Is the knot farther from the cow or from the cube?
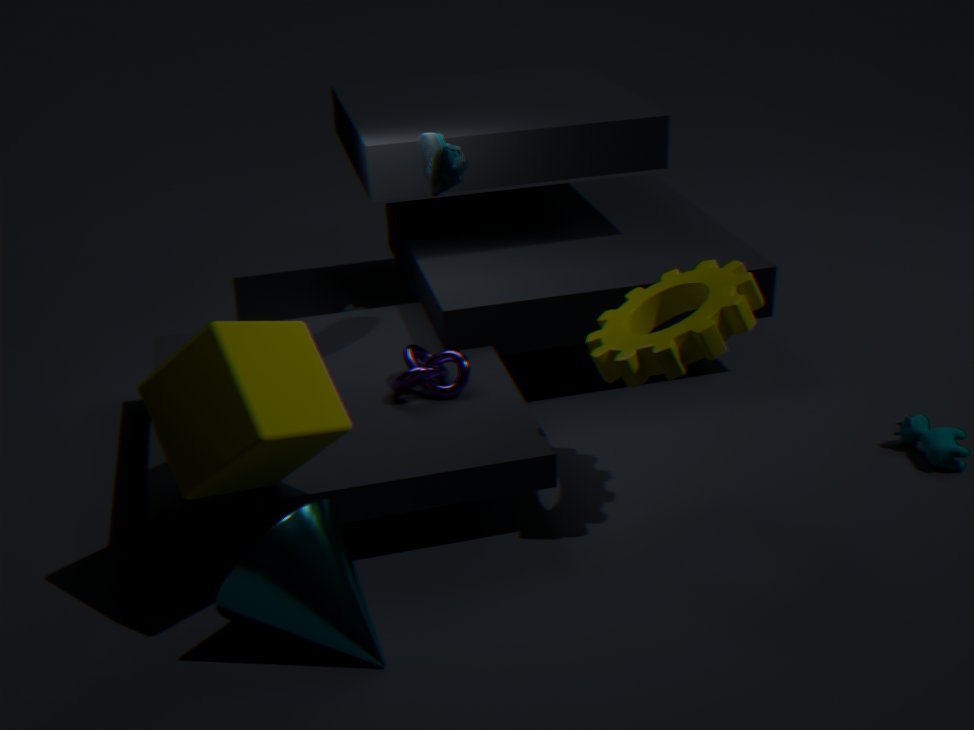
the cow
